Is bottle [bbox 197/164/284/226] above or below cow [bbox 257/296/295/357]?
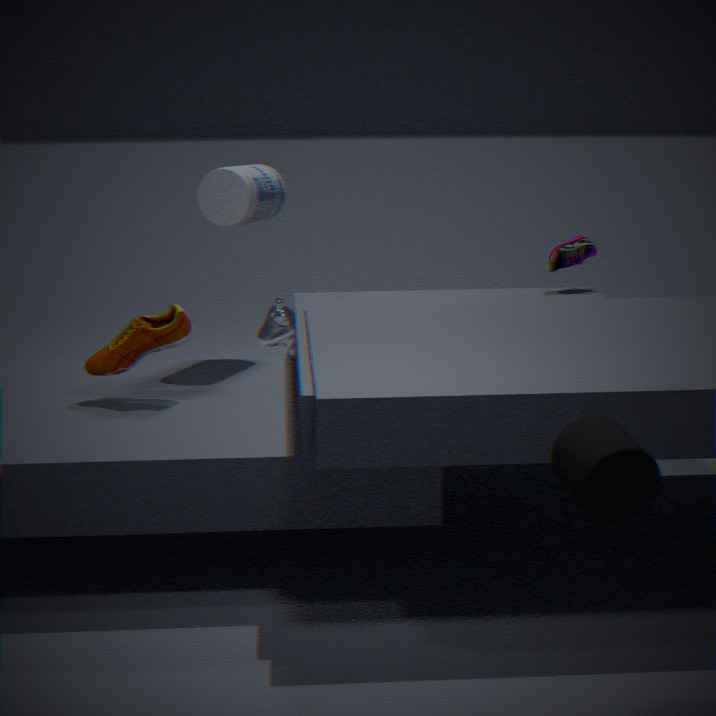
above
